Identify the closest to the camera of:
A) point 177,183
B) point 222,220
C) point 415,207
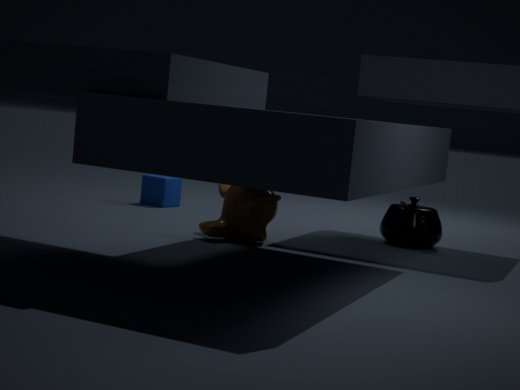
point 222,220
